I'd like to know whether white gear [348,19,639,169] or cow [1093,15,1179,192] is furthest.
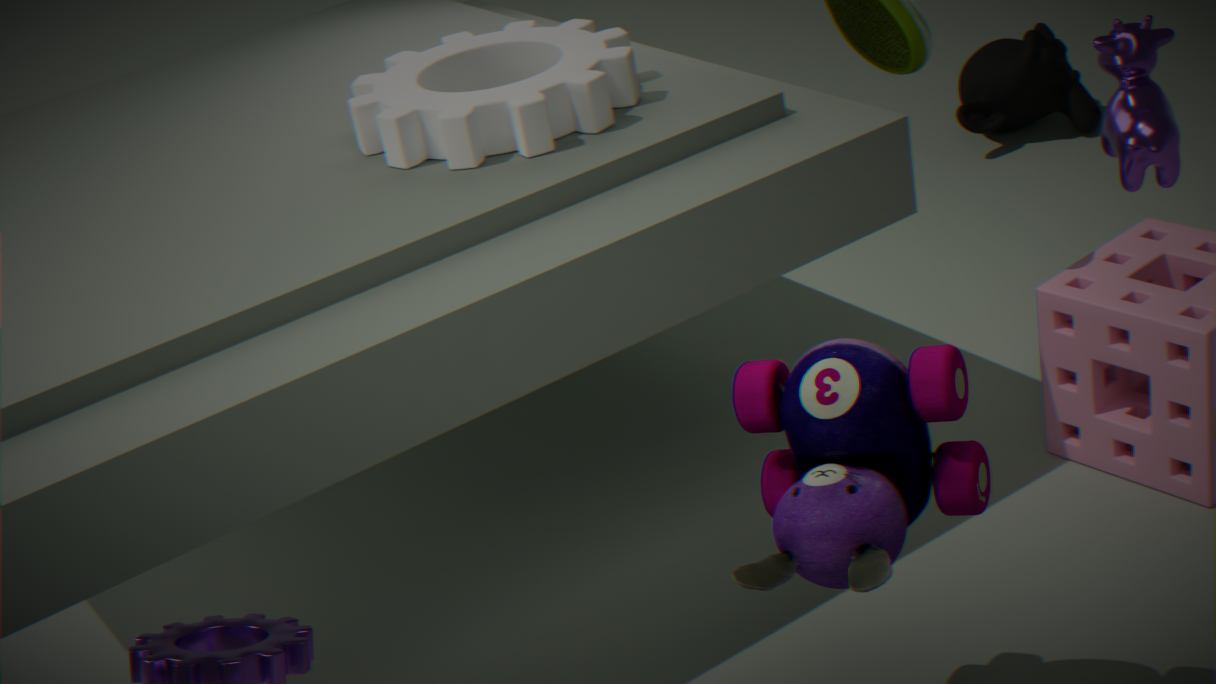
white gear [348,19,639,169]
